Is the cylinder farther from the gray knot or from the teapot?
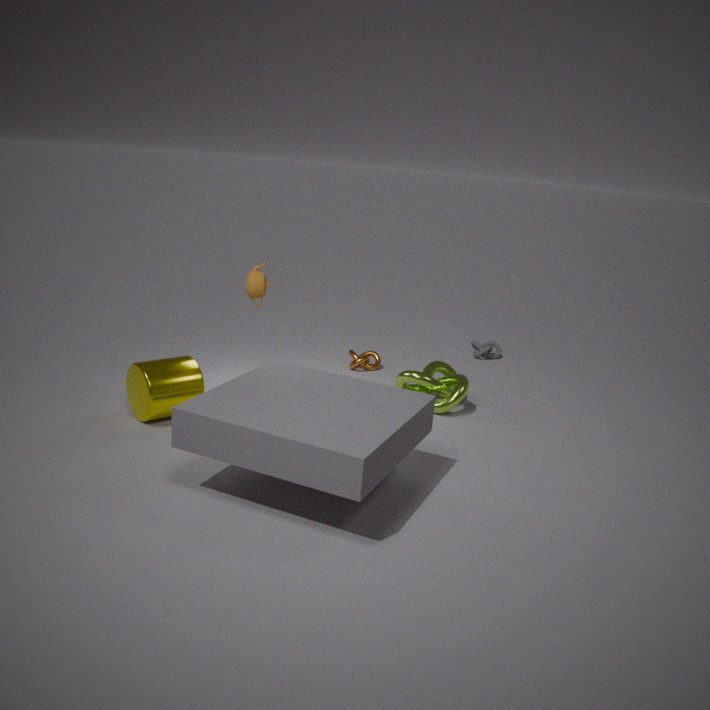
the gray knot
